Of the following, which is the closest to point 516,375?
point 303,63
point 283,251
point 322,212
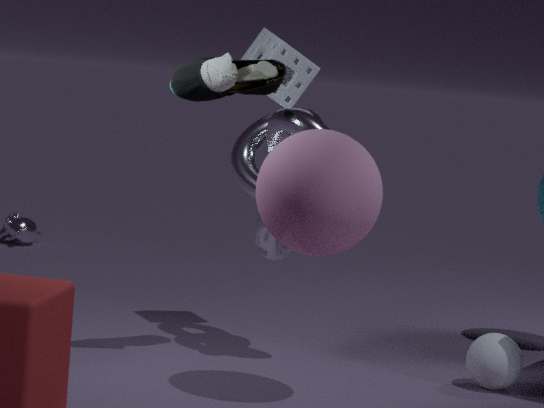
point 283,251
